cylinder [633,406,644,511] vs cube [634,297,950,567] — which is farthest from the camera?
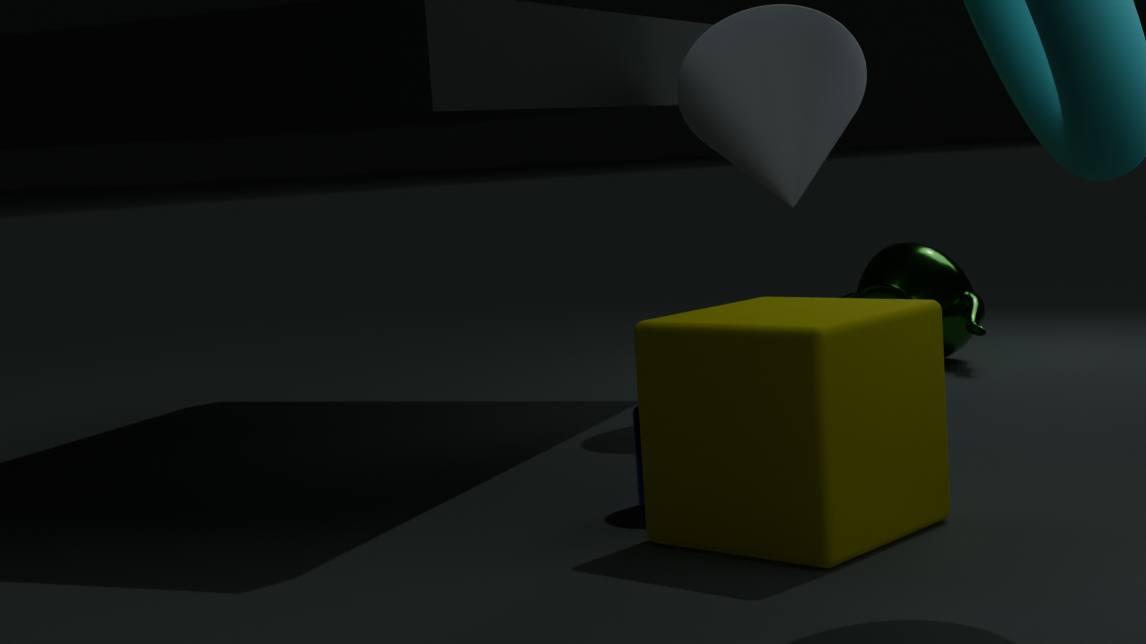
cylinder [633,406,644,511]
